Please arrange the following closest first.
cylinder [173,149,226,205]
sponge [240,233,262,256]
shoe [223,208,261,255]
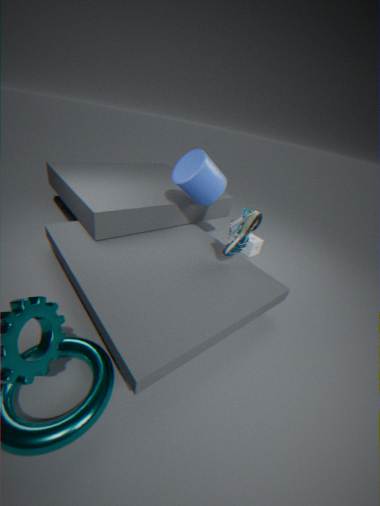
shoe [223,208,261,255] → cylinder [173,149,226,205] → sponge [240,233,262,256]
